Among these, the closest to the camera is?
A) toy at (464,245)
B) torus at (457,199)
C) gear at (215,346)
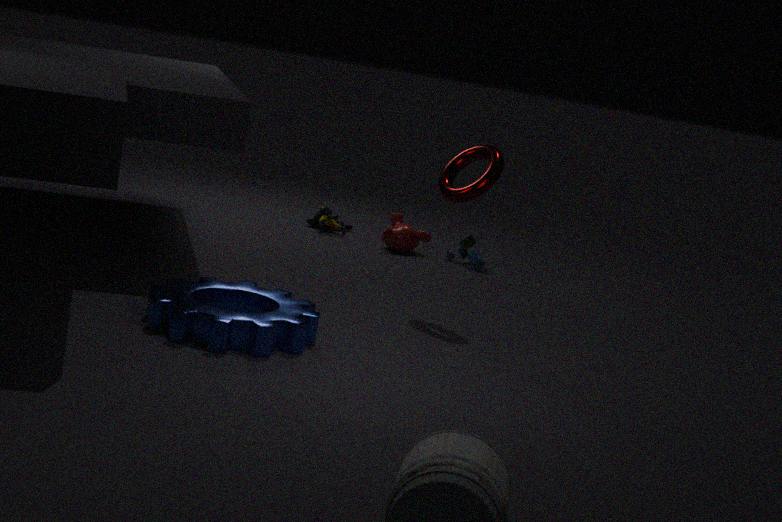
C. gear at (215,346)
